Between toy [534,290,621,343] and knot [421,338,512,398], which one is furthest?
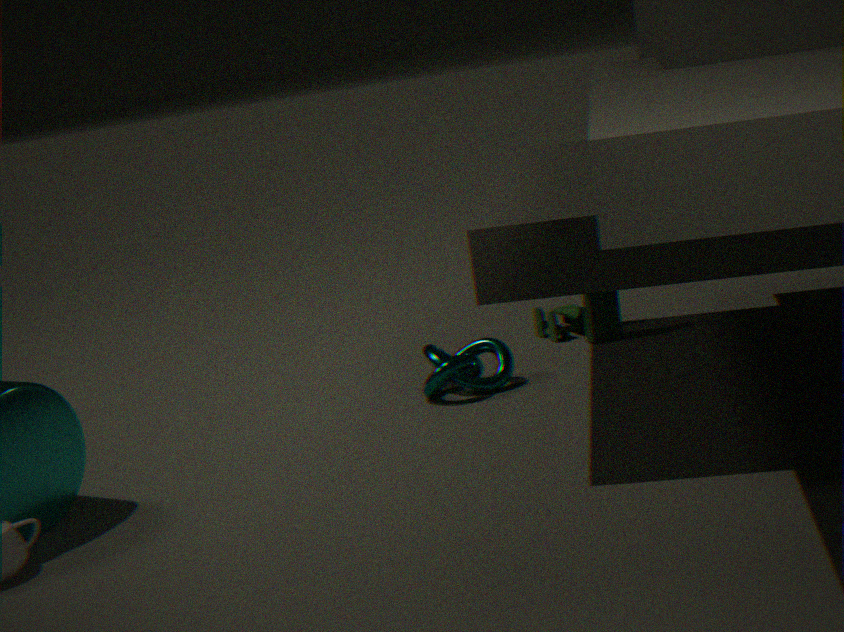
toy [534,290,621,343]
